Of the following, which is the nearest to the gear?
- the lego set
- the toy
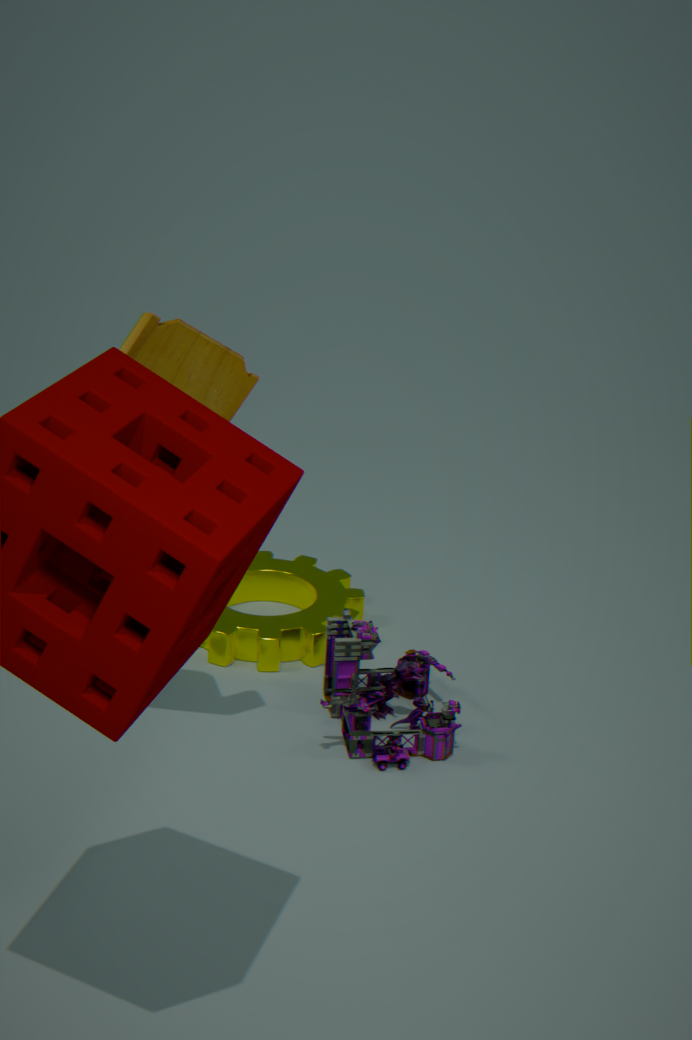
the lego set
